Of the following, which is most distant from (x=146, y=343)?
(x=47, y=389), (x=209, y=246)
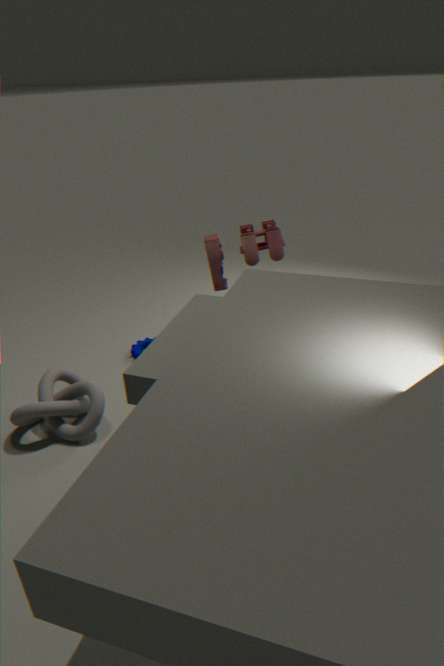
(x=209, y=246)
